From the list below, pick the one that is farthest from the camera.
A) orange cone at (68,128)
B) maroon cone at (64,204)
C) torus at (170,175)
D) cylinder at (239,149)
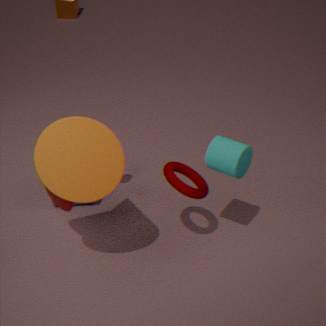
maroon cone at (64,204)
